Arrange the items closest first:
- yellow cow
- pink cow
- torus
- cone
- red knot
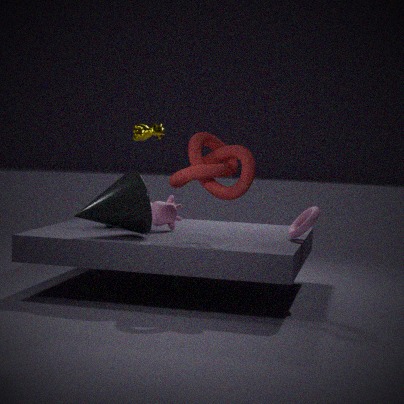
1. red knot
2. cone
3. torus
4. pink cow
5. yellow cow
